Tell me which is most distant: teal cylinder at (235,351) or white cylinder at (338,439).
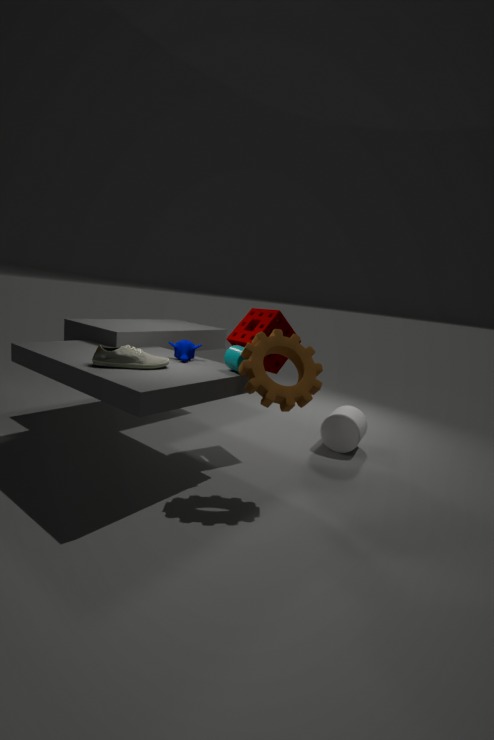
white cylinder at (338,439)
